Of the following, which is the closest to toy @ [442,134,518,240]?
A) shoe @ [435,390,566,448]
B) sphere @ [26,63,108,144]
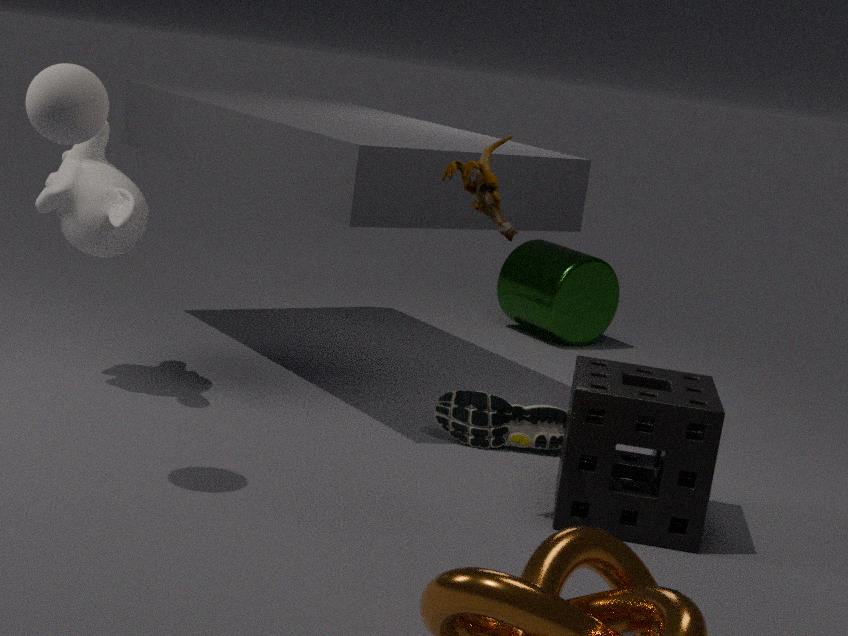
sphere @ [26,63,108,144]
